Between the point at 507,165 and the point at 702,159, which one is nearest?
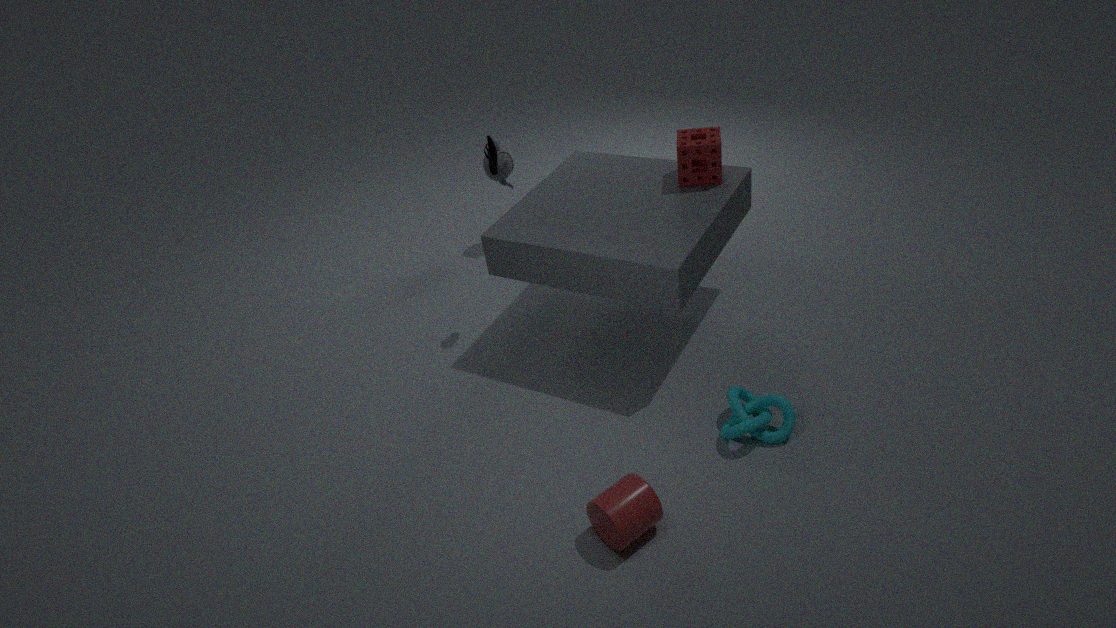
A: the point at 702,159
